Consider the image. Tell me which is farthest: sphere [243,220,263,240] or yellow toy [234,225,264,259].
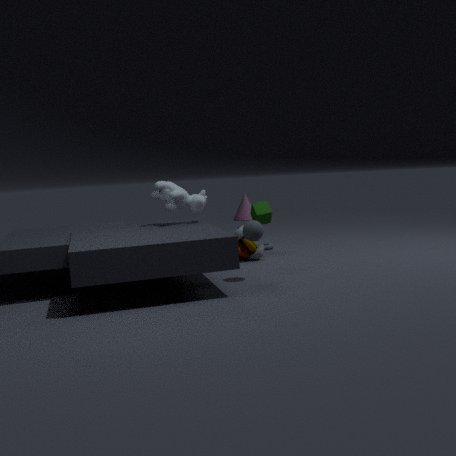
yellow toy [234,225,264,259]
